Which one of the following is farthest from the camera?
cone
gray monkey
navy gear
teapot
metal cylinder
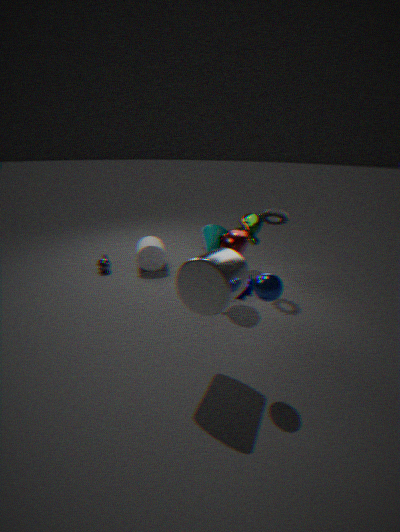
cone
